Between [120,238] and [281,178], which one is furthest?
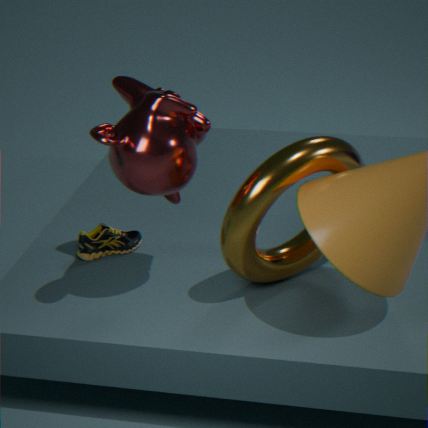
[120,238]
